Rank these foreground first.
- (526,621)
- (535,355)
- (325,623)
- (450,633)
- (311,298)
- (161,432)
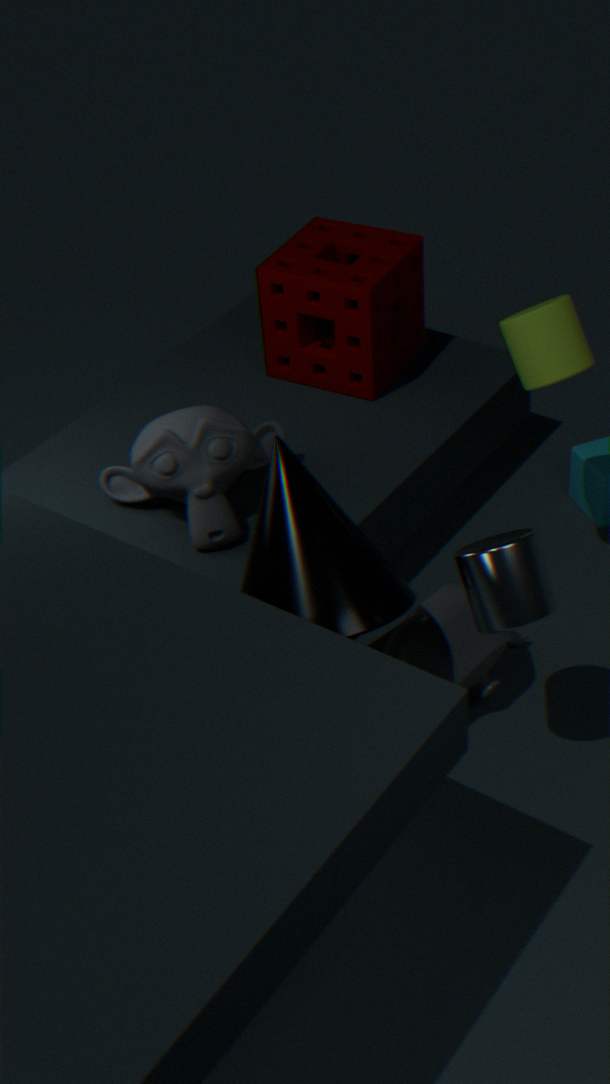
(526,621)
(325,623)
(450,633)
(535,355)
(161,432)
(311,298)
